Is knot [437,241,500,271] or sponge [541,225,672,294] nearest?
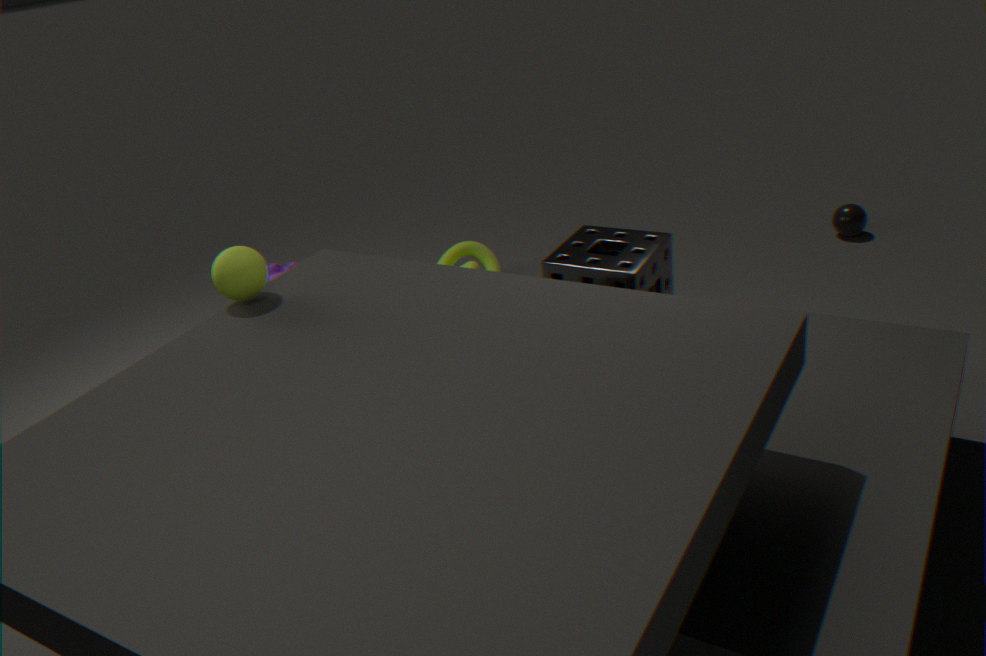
sponge [541,225,672,294]
